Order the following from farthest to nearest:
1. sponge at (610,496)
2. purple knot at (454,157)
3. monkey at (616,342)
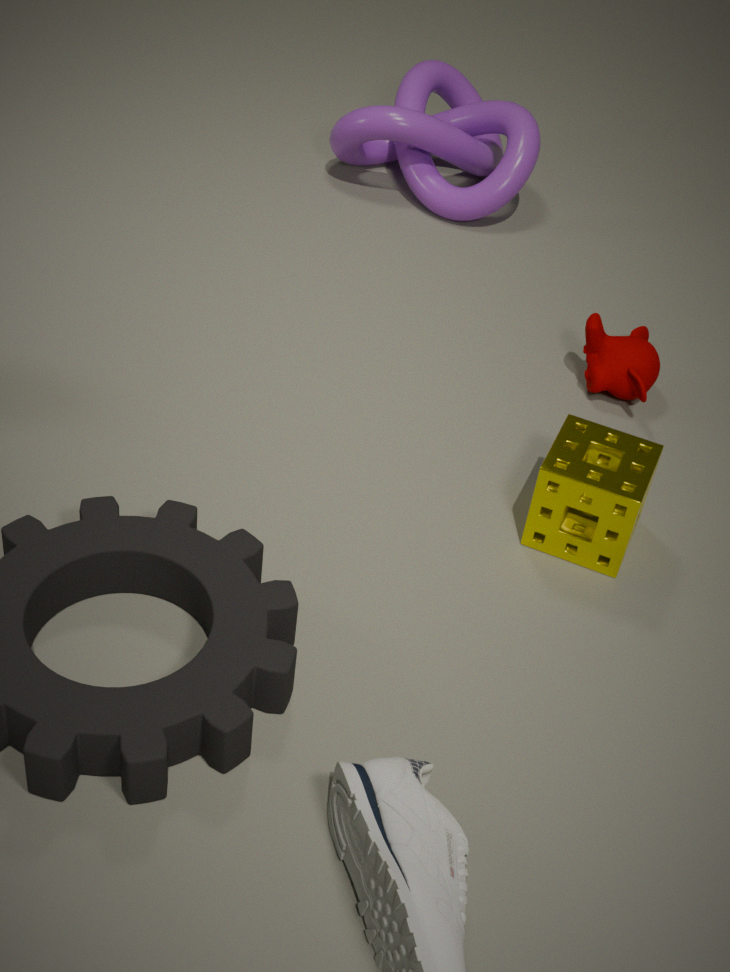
purple knot at (454,157) < monkey at (616,342) < sponge at (610,496)
